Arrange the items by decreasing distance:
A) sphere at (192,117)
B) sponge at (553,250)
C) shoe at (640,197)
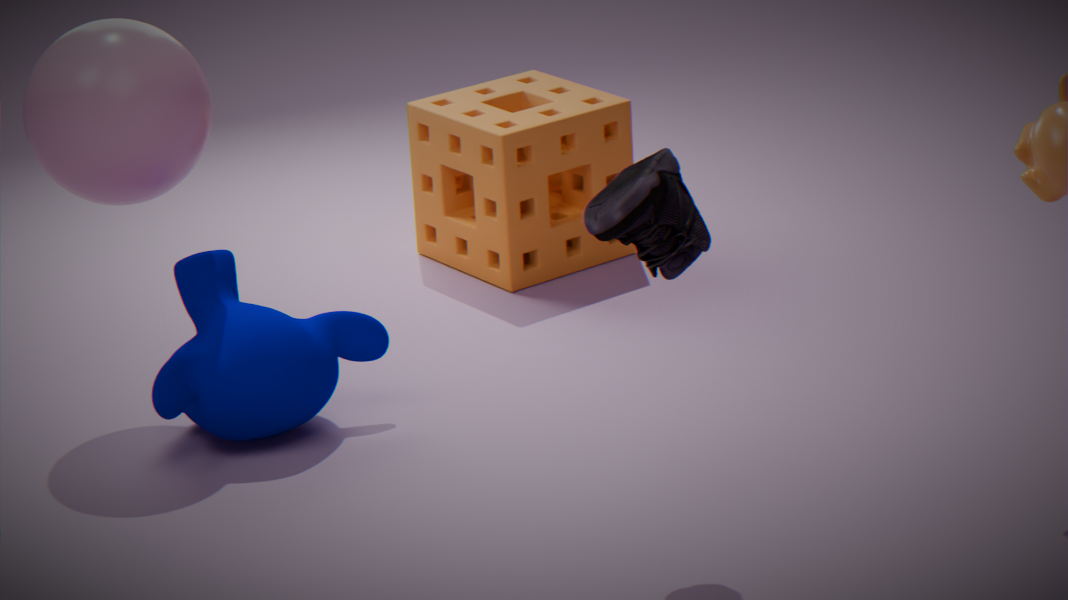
sponge at (553,250) < sphere at (192,117) < shoe at (640,197)
